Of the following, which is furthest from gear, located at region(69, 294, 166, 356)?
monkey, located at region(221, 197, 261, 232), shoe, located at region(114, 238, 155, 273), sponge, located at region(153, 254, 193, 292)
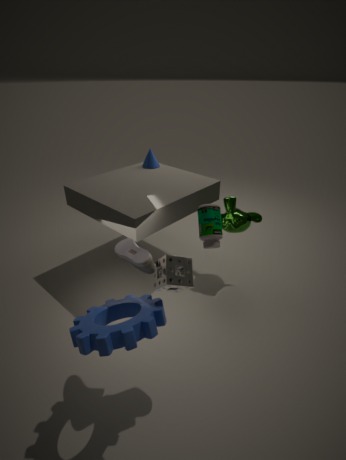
monkey, located at region(221, 197, 261, 232)
